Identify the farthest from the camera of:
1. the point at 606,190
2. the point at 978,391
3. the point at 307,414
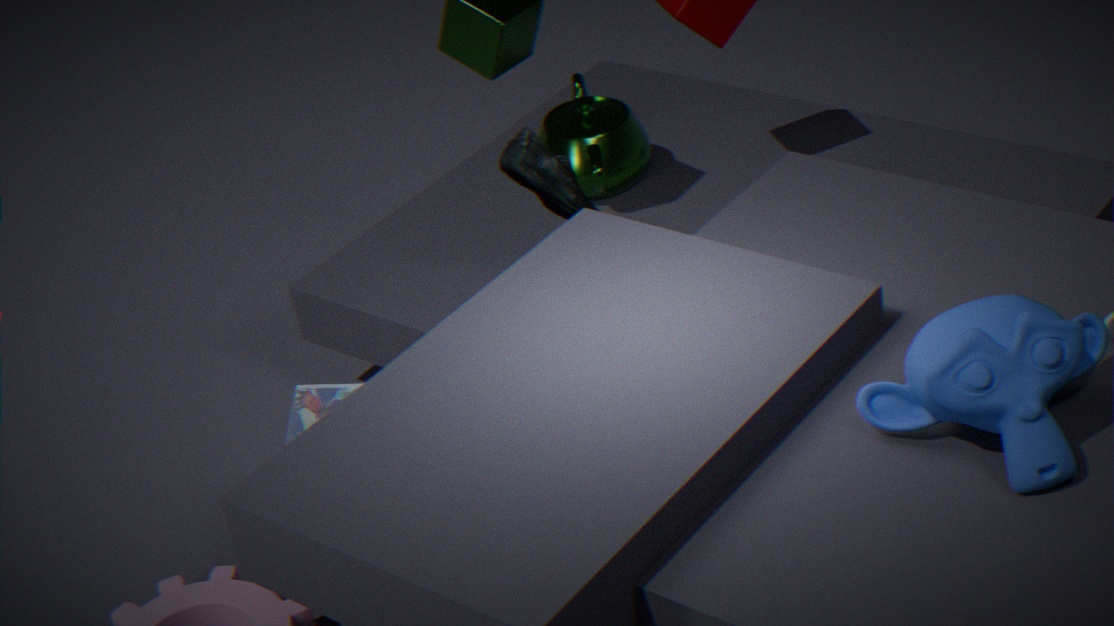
the point at 606,190
